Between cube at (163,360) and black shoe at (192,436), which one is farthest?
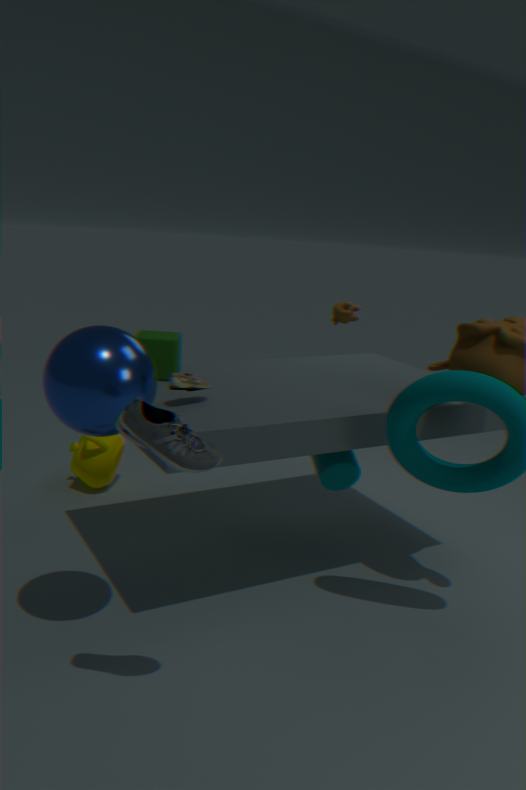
cube at (163,360)
